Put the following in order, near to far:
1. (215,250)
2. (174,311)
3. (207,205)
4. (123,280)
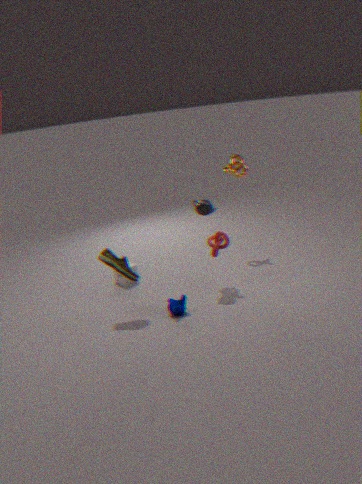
(174,311) → (207,205) → (215,250) → (123,280)
